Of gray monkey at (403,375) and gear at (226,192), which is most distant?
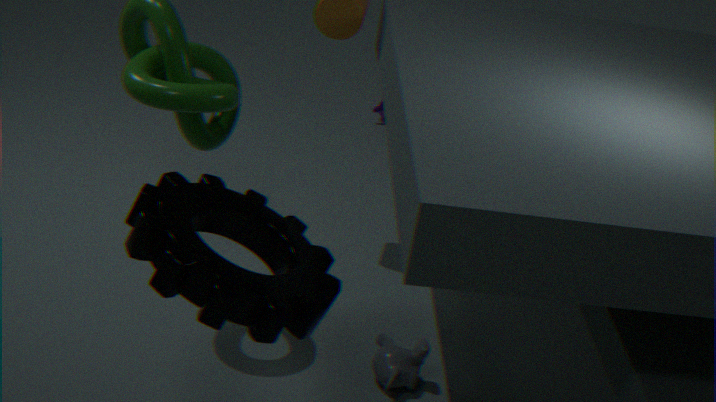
gray monkey at (403,375)
